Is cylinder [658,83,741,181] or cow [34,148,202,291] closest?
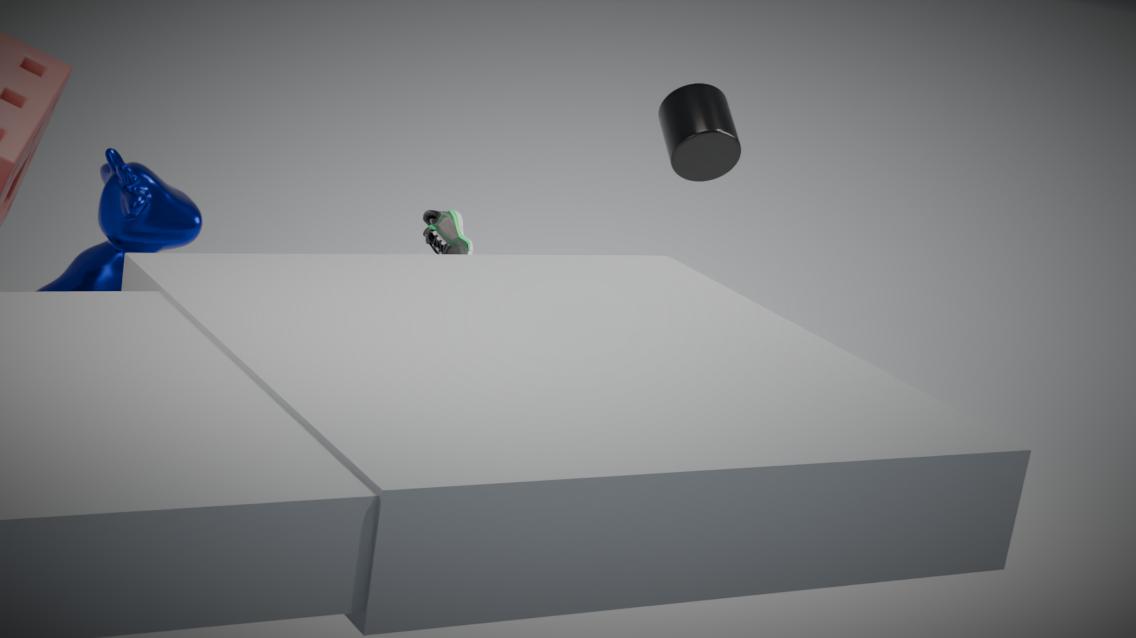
cow [34,148,202,291]
